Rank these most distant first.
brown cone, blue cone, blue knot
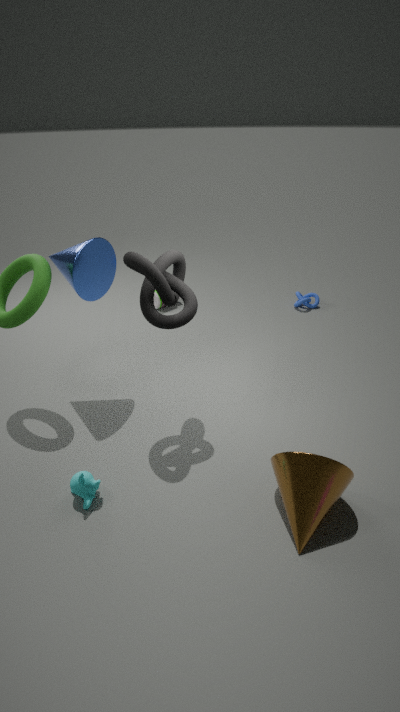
blue knot → blue cone → brown cone
